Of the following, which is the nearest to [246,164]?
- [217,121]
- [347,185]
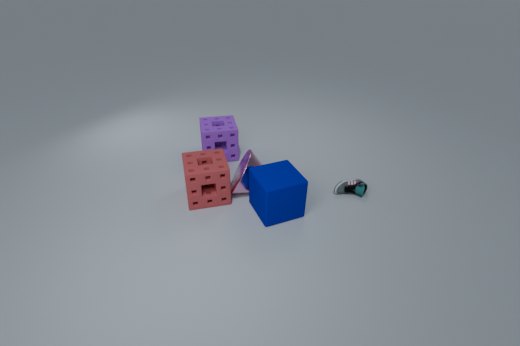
[217,121]
